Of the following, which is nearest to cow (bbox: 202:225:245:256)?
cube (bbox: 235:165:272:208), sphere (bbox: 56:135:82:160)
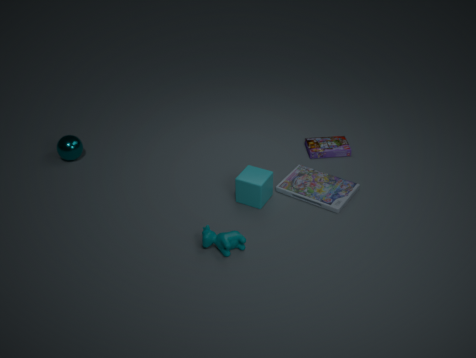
cube (bbox: 235:165:272:208)
